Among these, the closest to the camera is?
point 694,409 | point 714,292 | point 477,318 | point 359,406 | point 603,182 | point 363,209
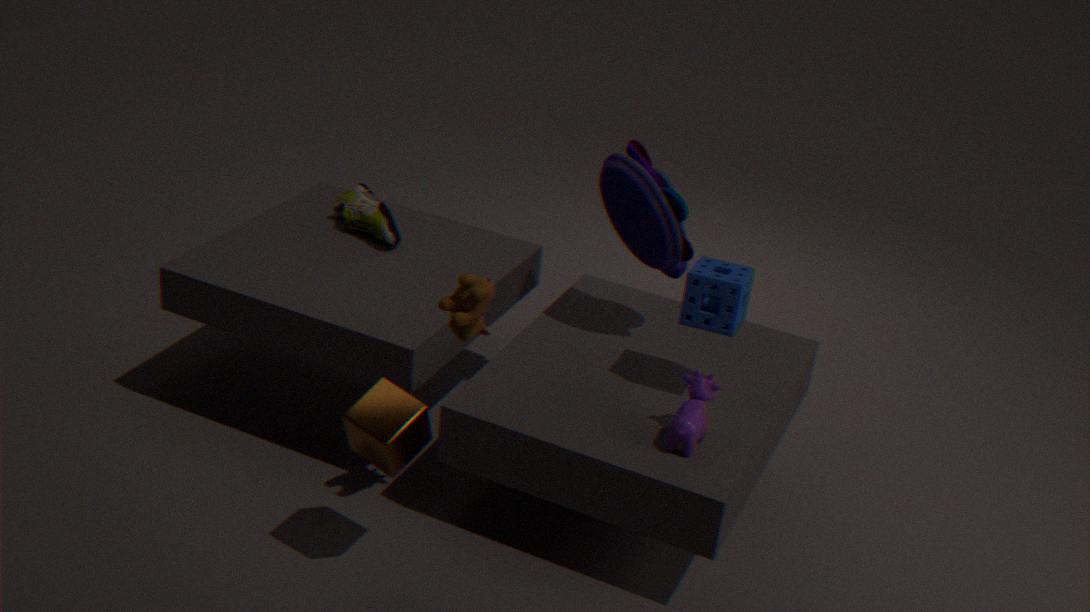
point 359,406
